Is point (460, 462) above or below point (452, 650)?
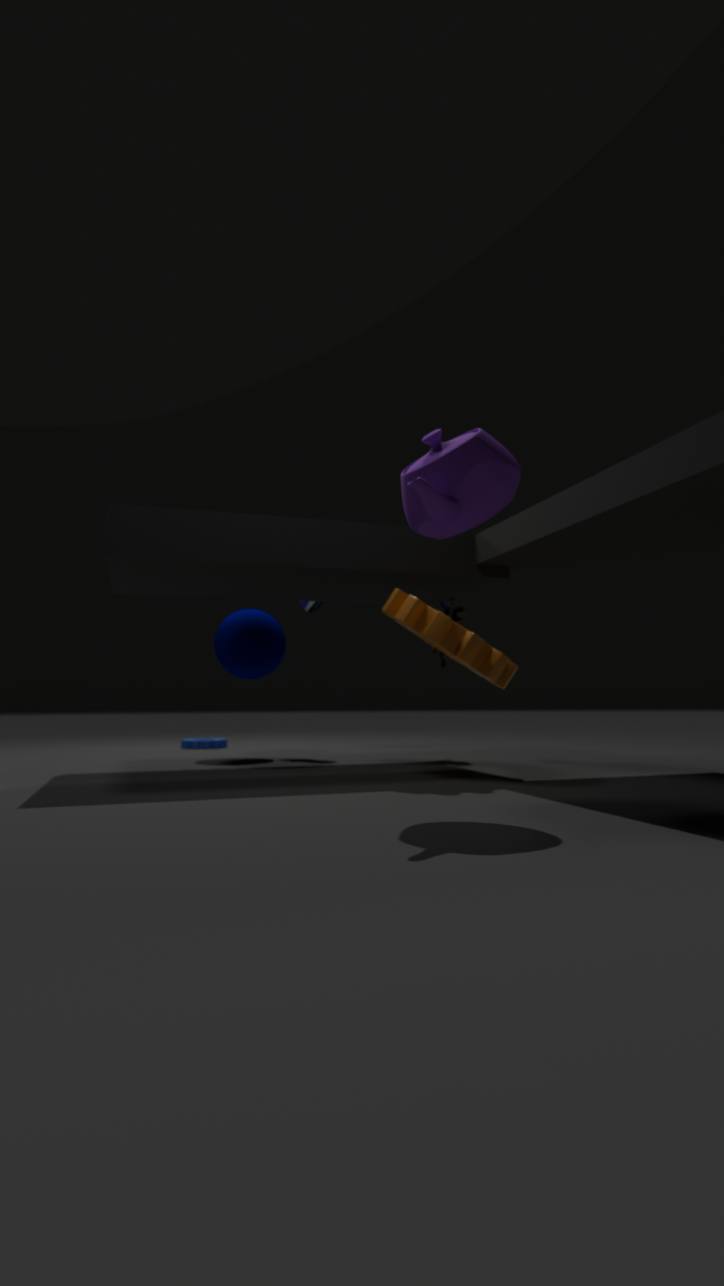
above
